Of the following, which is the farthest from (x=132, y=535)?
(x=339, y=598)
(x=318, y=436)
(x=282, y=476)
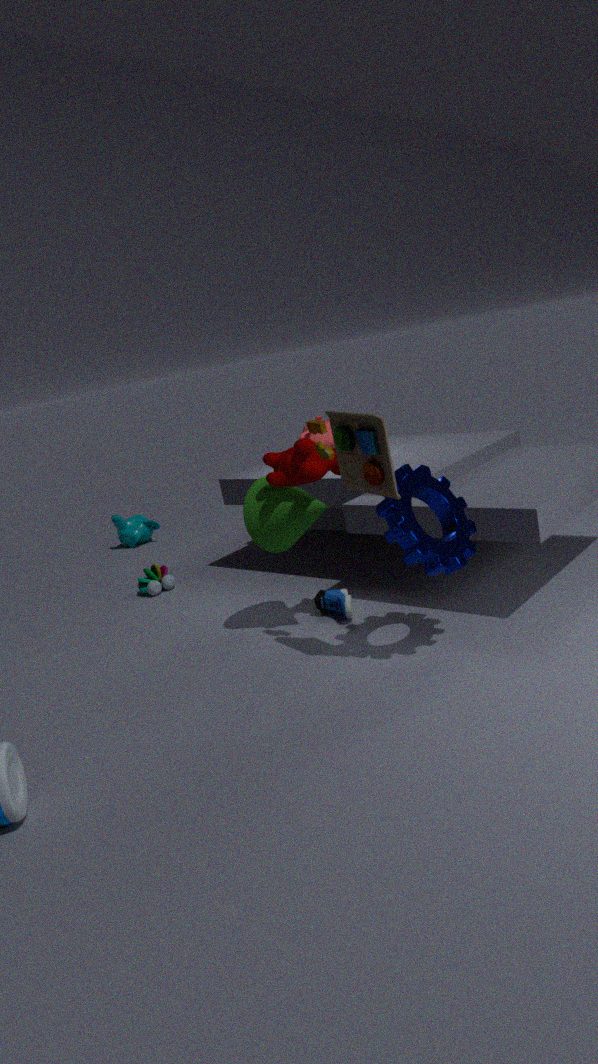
(x=282, y=476)
